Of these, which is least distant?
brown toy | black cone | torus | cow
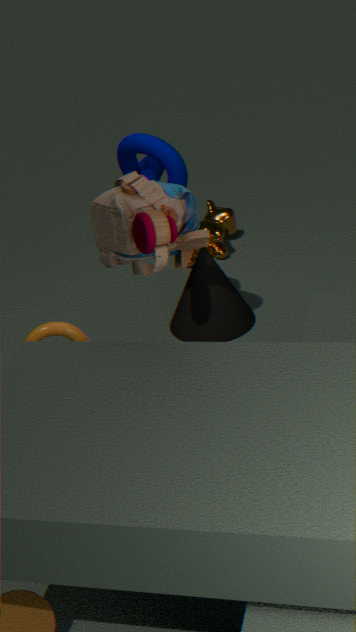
brown toy
